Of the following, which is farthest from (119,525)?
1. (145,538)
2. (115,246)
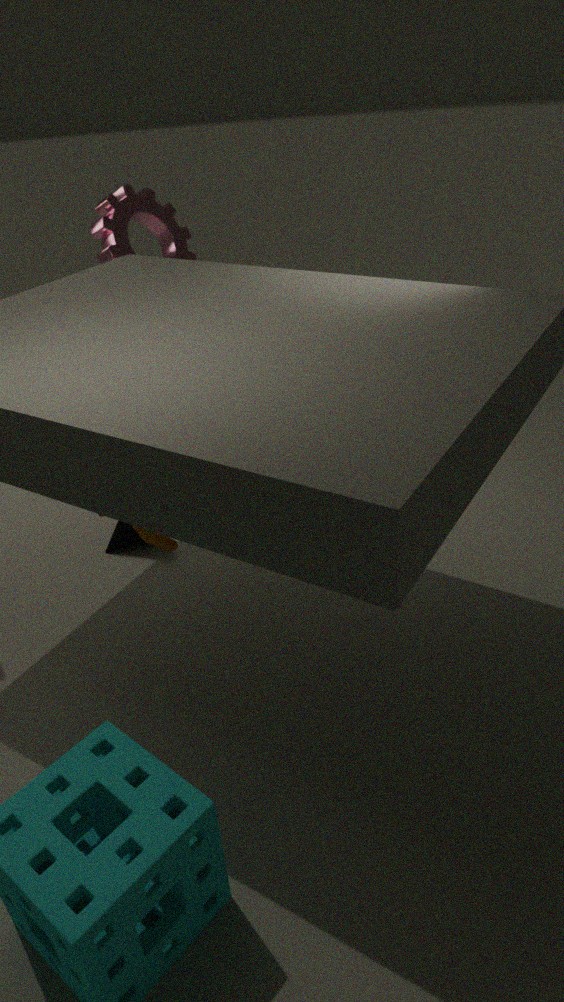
(115,246)
